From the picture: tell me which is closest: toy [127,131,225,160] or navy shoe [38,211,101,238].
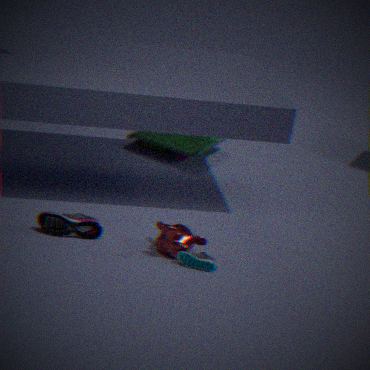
navy shoe [38,211,101,238]
